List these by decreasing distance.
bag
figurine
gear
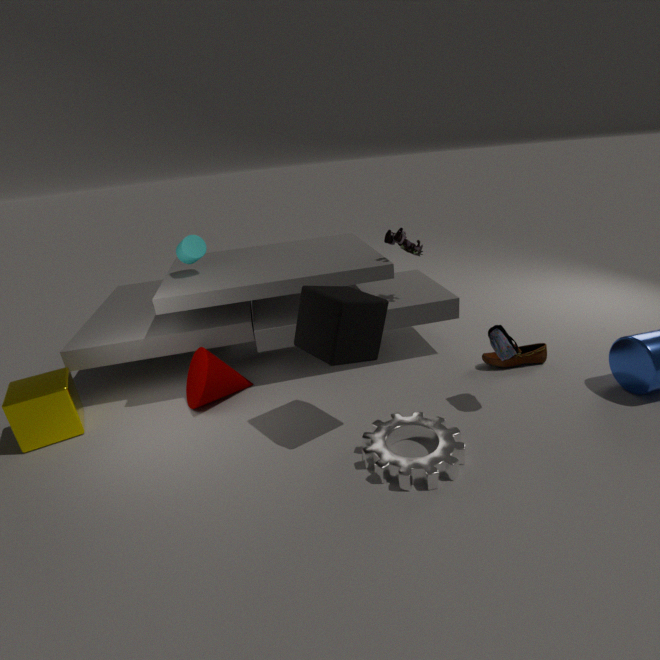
figurine, bag, gear
